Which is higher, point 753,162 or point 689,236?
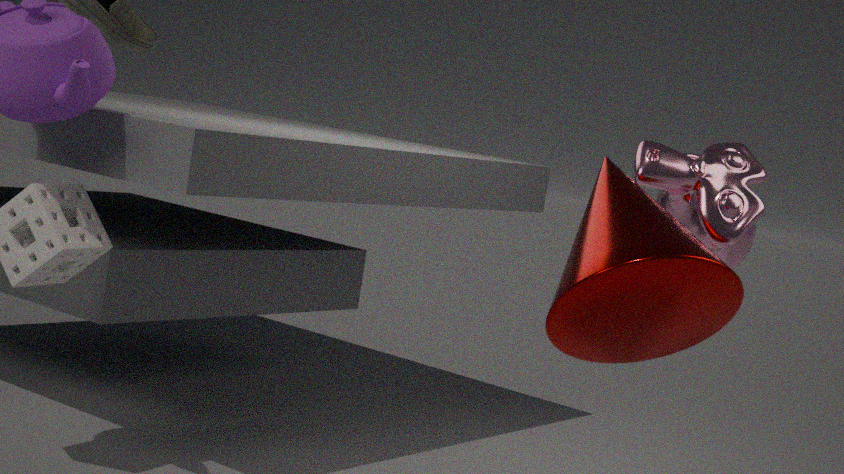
point 753,162
